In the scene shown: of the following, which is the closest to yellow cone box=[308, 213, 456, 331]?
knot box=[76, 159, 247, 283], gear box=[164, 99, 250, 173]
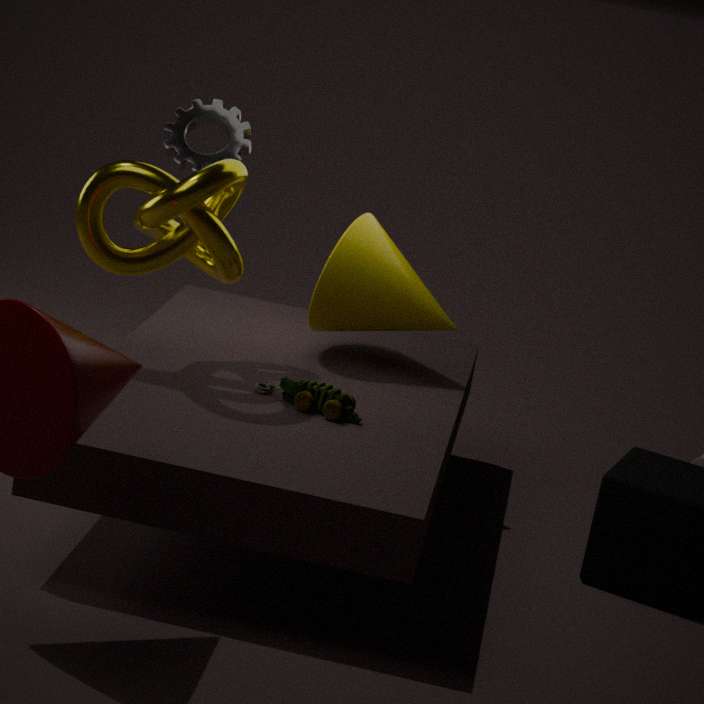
knot box=[76, 159, 247, 283]
